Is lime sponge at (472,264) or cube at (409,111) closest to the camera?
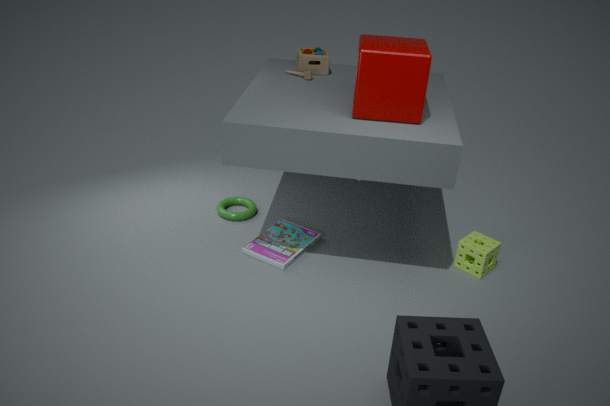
cube at (409,111)
